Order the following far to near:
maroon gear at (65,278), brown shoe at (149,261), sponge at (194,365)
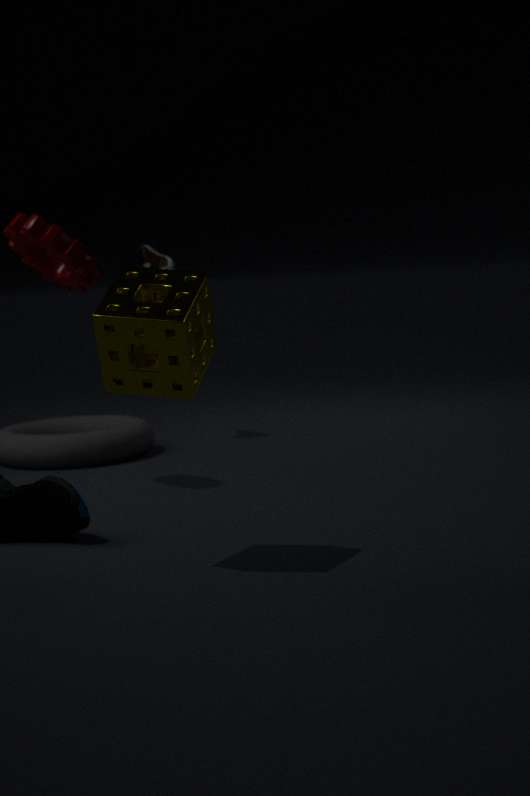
brown shoe at (149,261) → maroon gear at (65,278) → sponge at (194,365)
